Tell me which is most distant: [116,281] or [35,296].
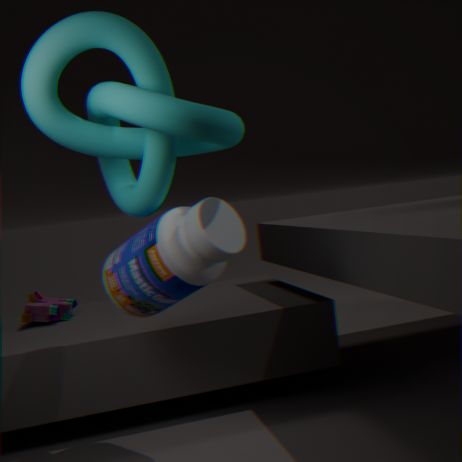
[35,296]
